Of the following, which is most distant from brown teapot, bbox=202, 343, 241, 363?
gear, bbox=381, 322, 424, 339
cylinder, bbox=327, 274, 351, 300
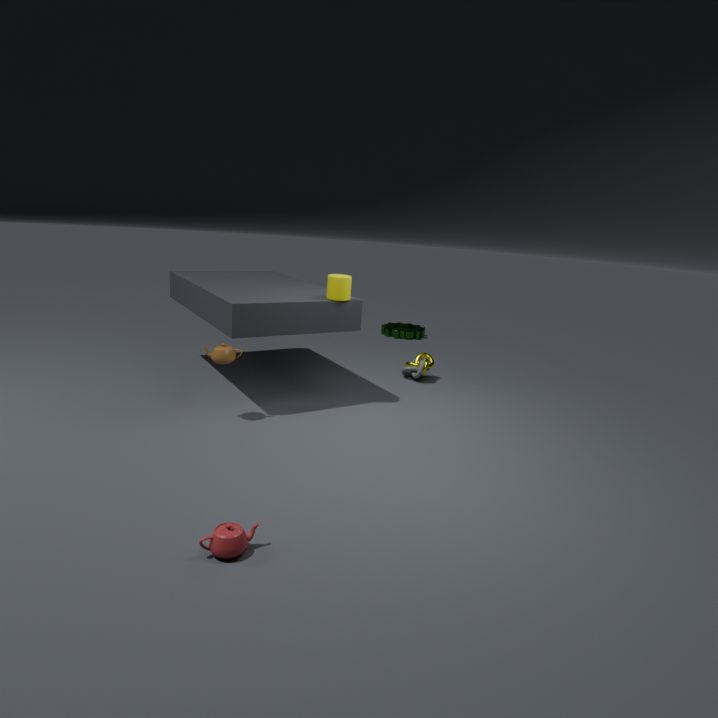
gear, bbox=381, 322, 424, 339
